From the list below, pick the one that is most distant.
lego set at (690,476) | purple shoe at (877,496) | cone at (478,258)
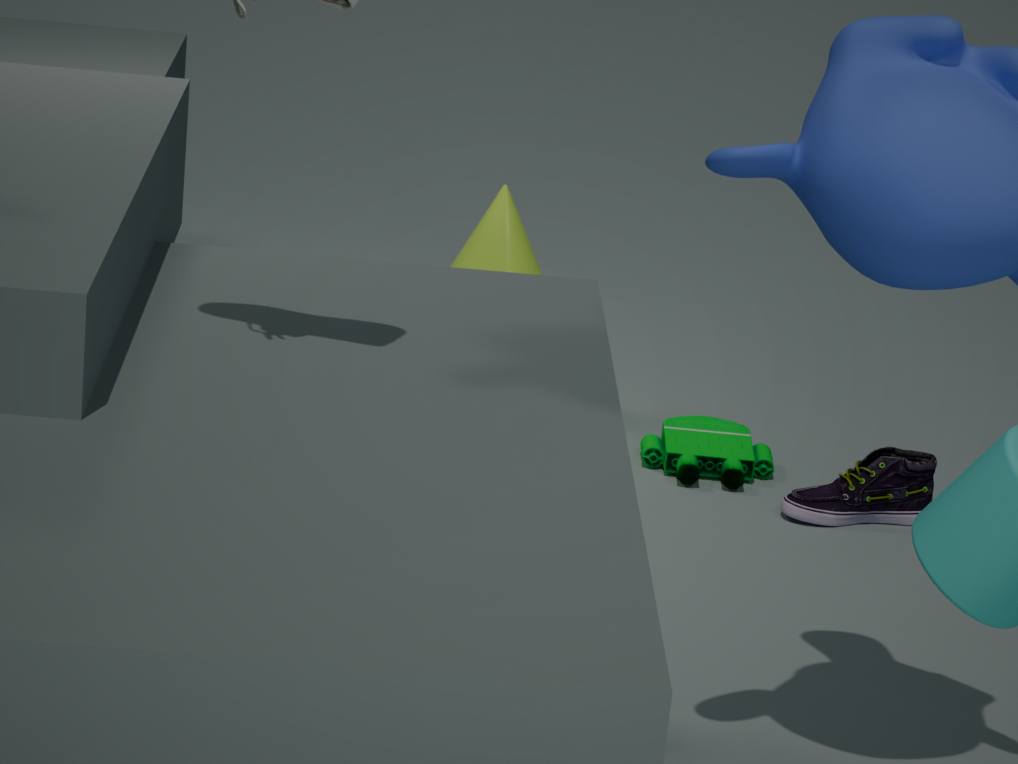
cone at (478,258)
